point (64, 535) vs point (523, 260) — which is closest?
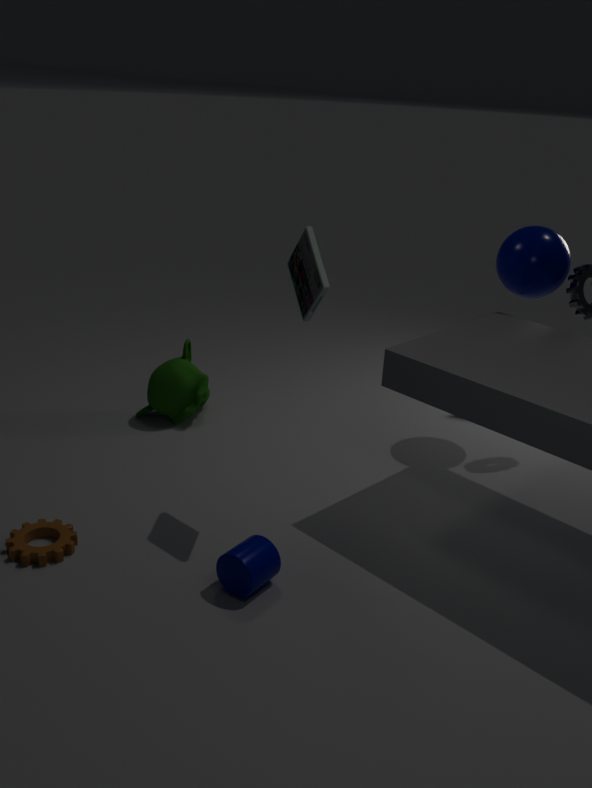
point (64, 535)
